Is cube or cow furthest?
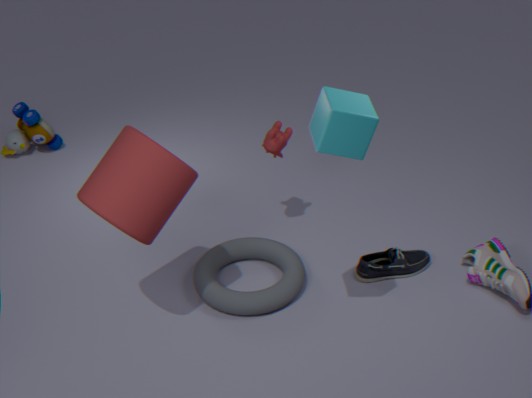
cow
